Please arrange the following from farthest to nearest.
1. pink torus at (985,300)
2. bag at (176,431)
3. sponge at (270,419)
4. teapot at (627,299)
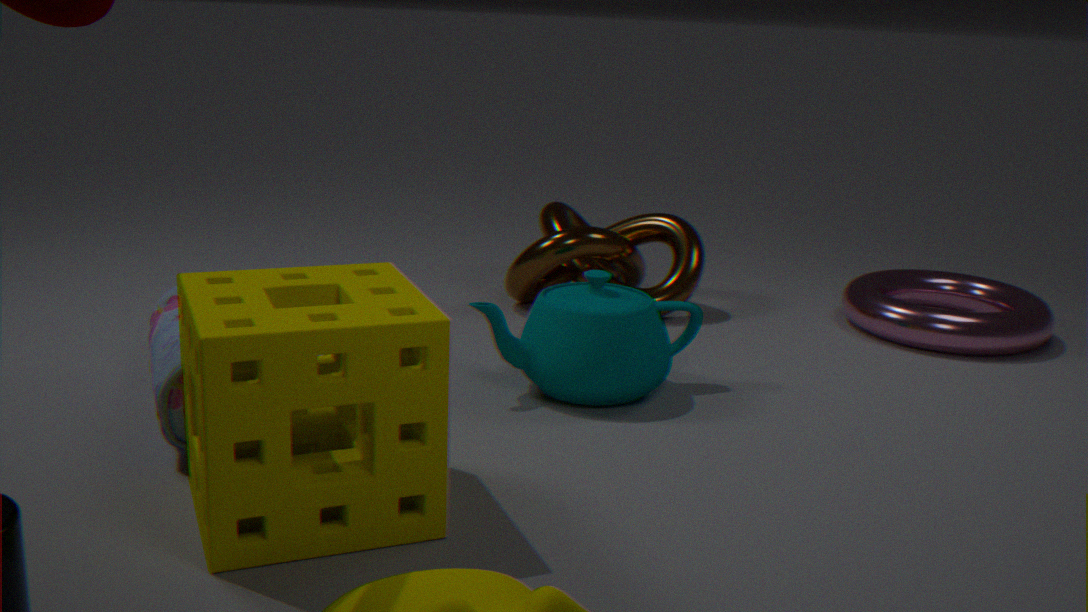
pink torus at (985,300) → teapot at (627,299) → bag at (176,431) → sponge at (270,419)
